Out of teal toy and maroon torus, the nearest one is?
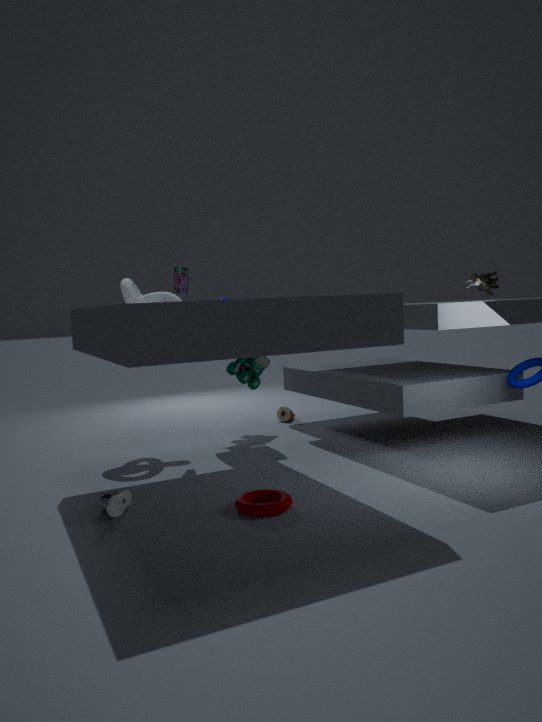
maroon torus
